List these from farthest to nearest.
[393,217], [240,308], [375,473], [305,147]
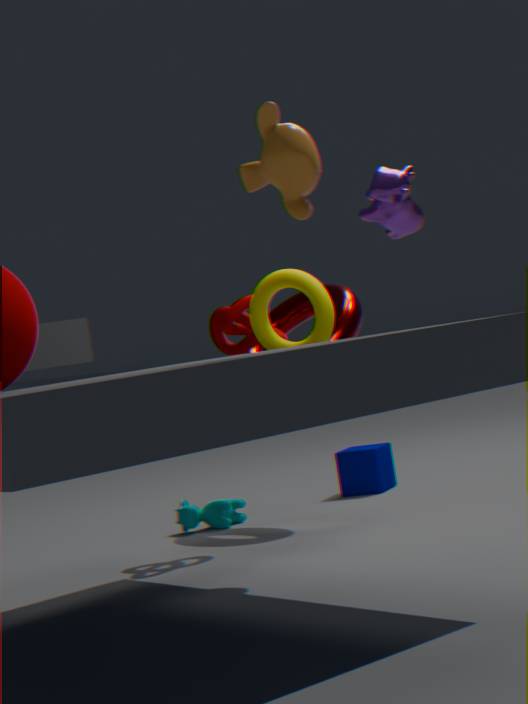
[375,473], [240,308], [393,217], [305,147]
